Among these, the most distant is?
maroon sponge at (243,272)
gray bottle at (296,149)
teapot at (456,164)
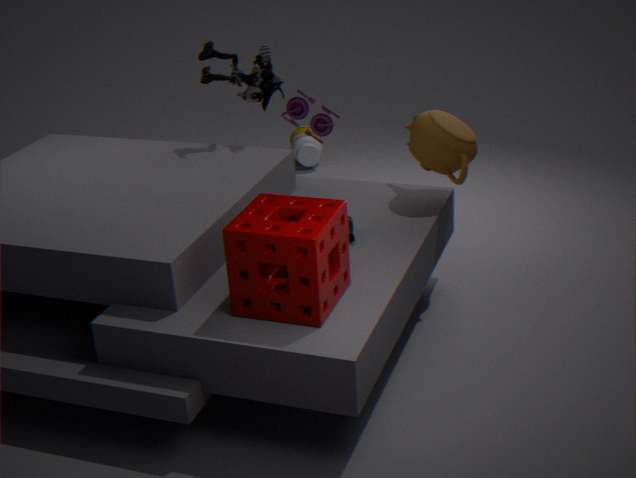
gray bottle at (296,149)
